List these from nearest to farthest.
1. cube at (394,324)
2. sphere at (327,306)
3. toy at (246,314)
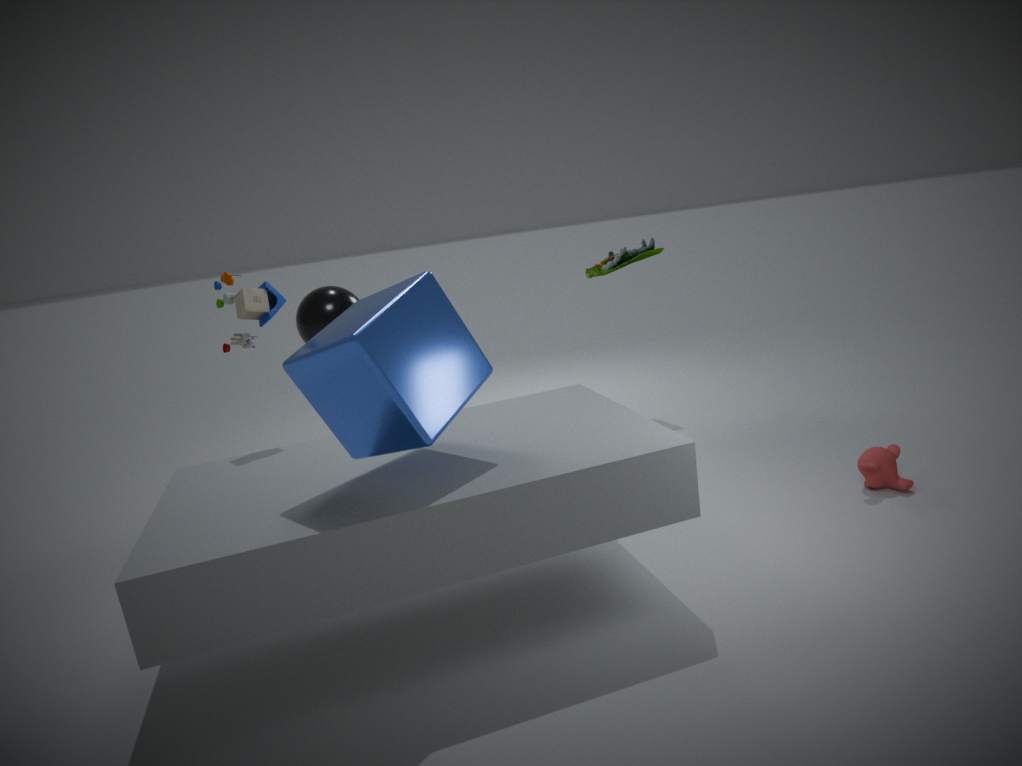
cube at (394,324), toy at (246,314), sphere at (327,306)
